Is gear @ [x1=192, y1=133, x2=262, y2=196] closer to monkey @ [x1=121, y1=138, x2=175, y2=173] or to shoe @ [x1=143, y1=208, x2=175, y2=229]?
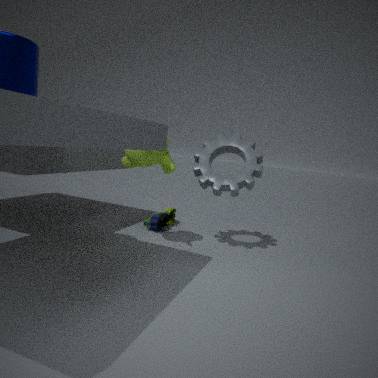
monkey @ [x1=121, y1=138, x2=175, y2=173]
